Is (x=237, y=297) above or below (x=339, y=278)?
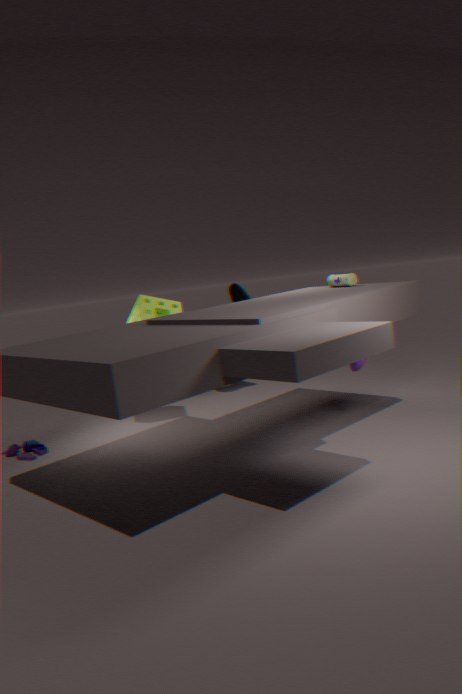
below
